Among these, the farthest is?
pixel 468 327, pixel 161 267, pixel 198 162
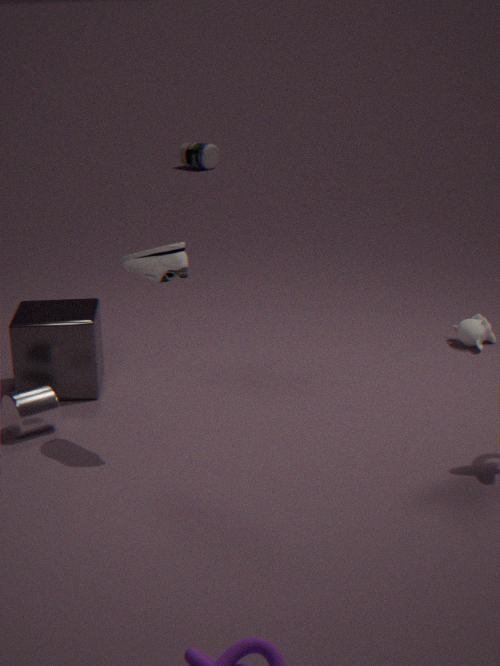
pixel 198 162
